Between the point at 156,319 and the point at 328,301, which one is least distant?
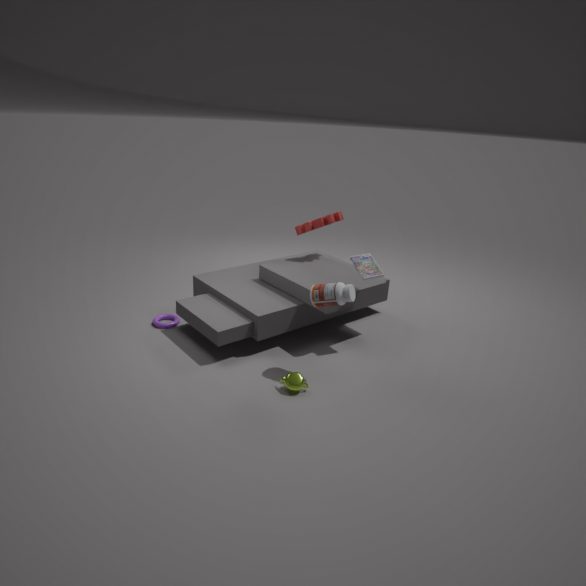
the point at 328,301
